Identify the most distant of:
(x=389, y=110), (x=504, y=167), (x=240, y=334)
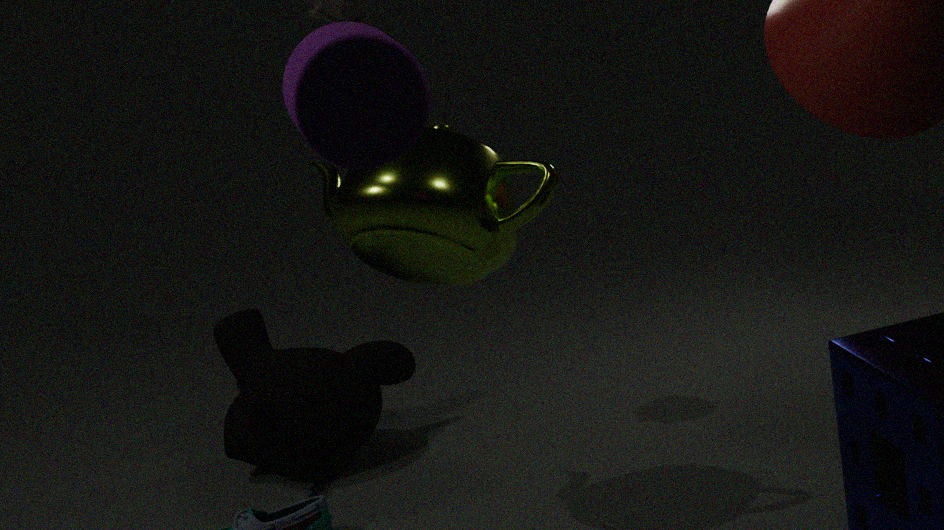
(x=240, y=334)
